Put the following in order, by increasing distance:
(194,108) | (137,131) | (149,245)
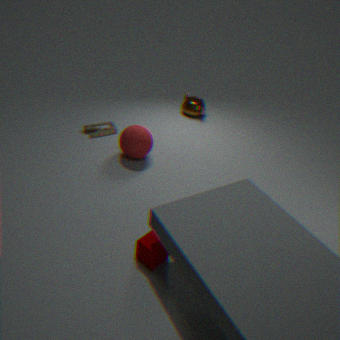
(149,245) < (137,131) < (194,108)
